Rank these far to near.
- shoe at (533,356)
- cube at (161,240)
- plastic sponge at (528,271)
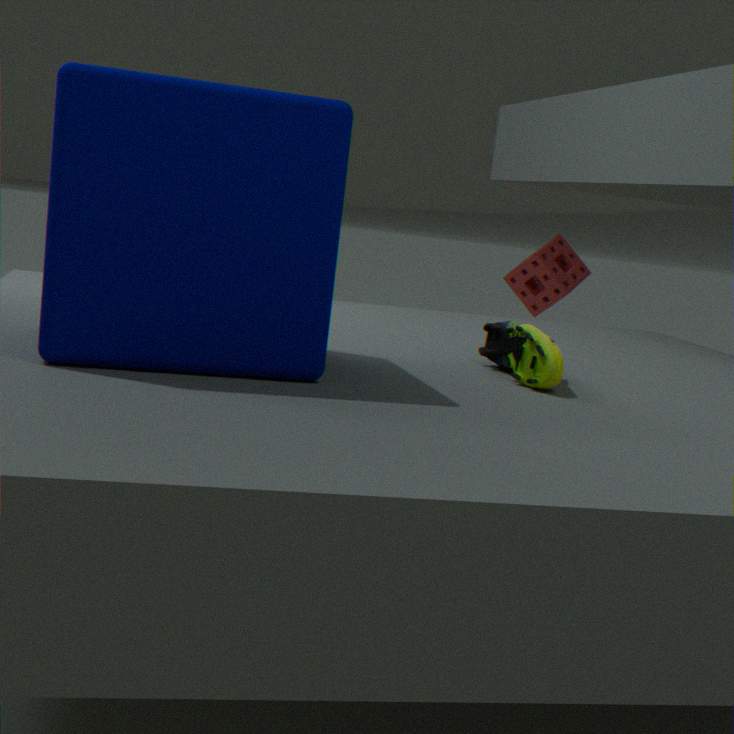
1. plastic sponge at (528,271)
2. shoe at (533,356)
3. cube at (161,240)
